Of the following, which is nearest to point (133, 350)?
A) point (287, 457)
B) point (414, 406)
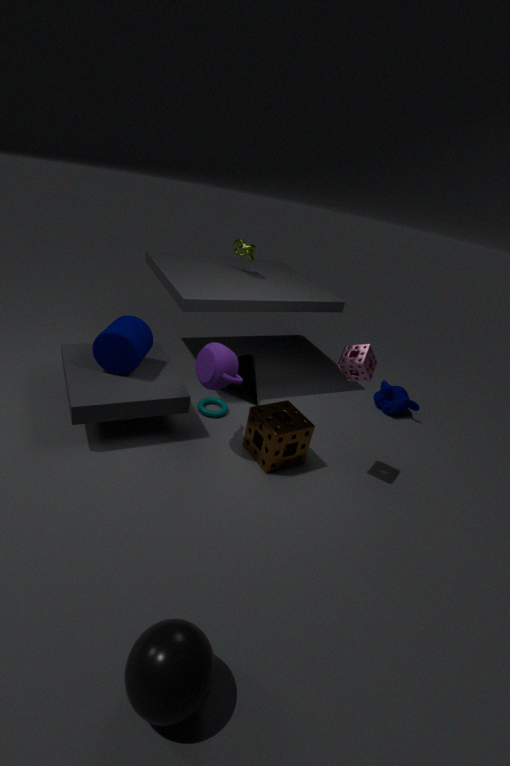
point (287, 457)
